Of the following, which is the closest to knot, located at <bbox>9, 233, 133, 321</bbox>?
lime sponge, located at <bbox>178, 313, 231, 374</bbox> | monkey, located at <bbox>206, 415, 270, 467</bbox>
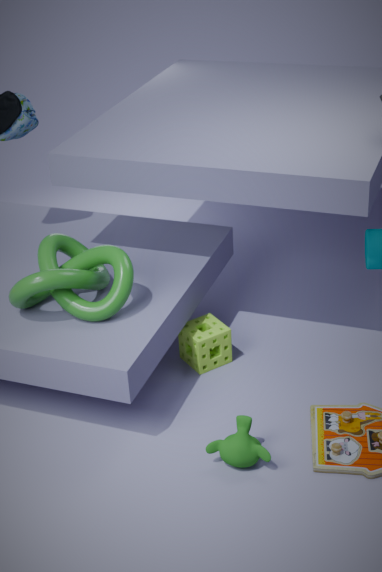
lime sponge, located at <bbox>178, 313, 231, 374</bbox>
